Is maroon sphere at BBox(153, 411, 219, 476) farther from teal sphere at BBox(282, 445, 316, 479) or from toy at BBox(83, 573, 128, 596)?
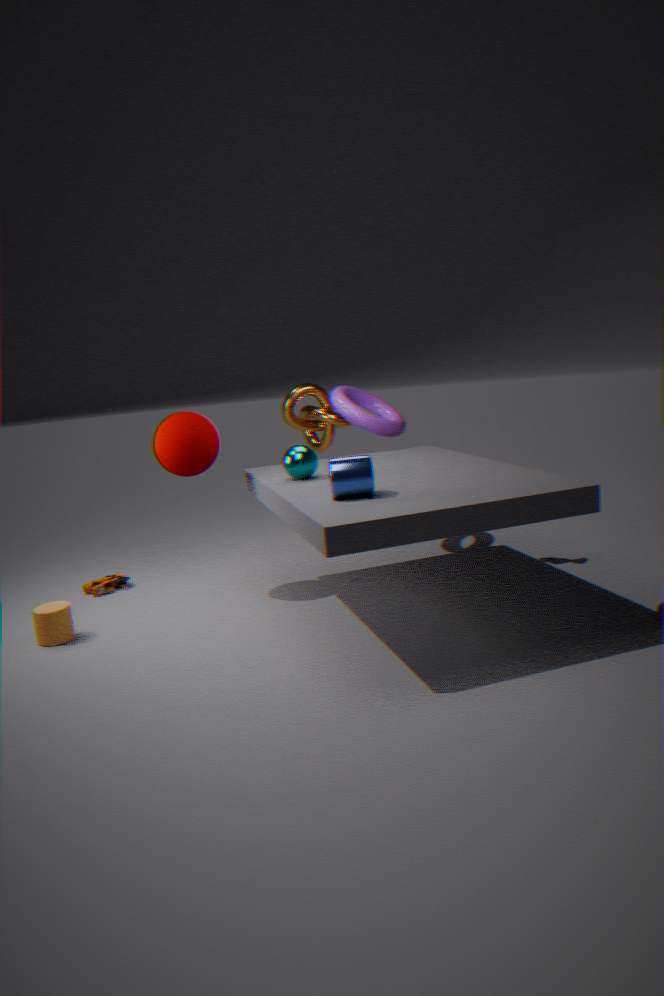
toy at BBox(83, 573, 128, 596)
